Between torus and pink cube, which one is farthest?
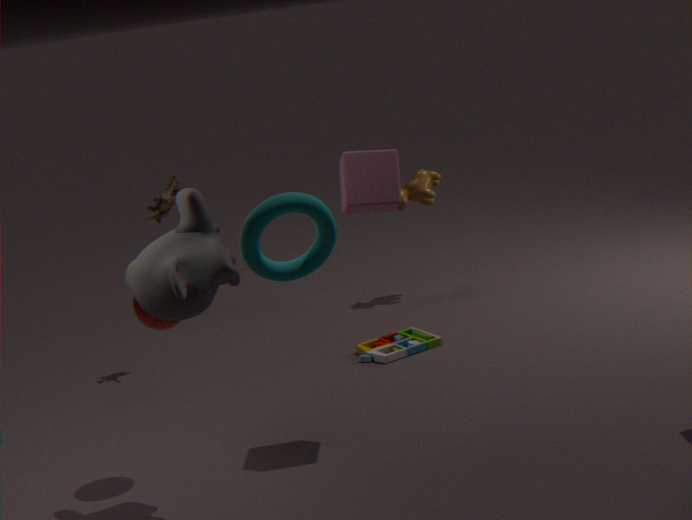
pink cube
